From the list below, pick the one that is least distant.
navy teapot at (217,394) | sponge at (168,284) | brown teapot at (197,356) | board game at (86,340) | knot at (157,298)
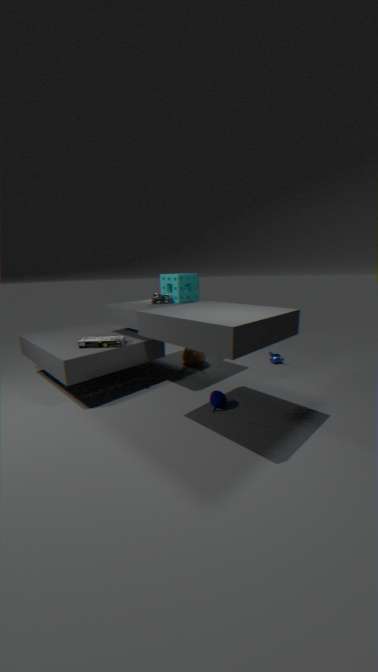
navy teapot at (217,394)
